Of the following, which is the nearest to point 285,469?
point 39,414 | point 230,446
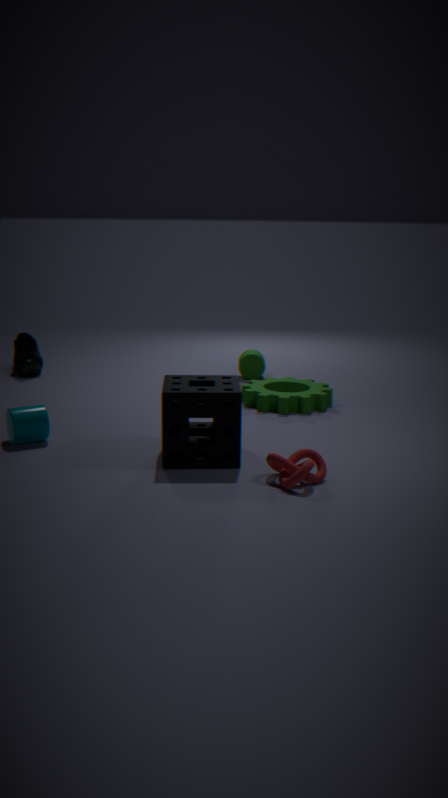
point 230,446
